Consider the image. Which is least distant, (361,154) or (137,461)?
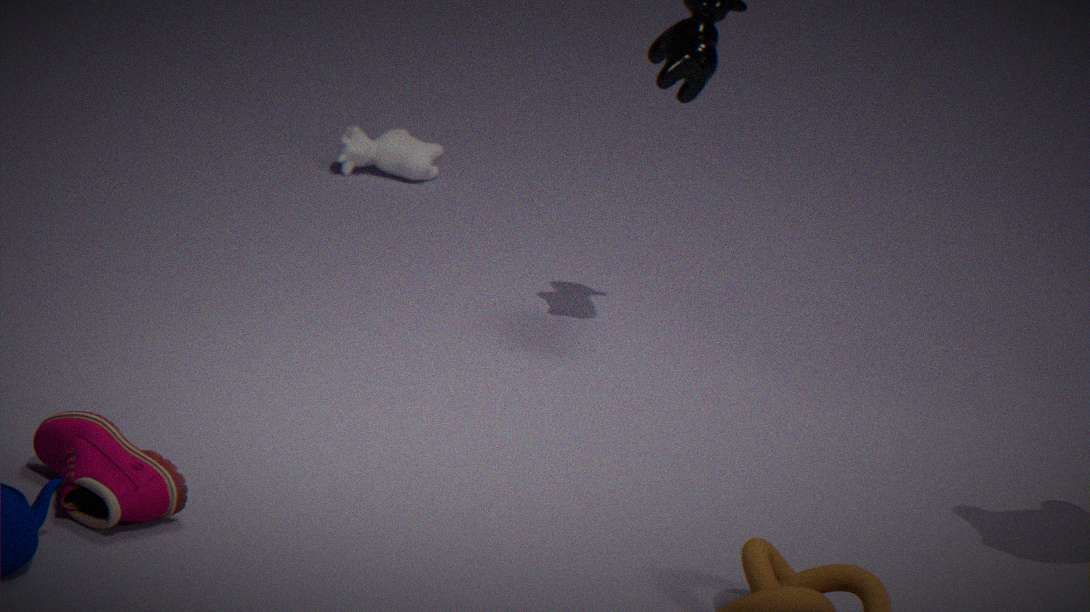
(137,461)
